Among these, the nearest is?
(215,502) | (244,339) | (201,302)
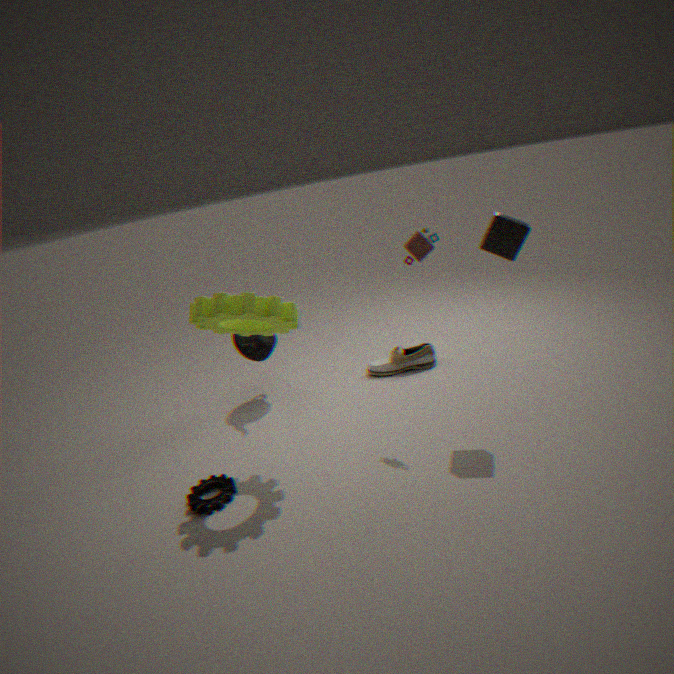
(201,302)
